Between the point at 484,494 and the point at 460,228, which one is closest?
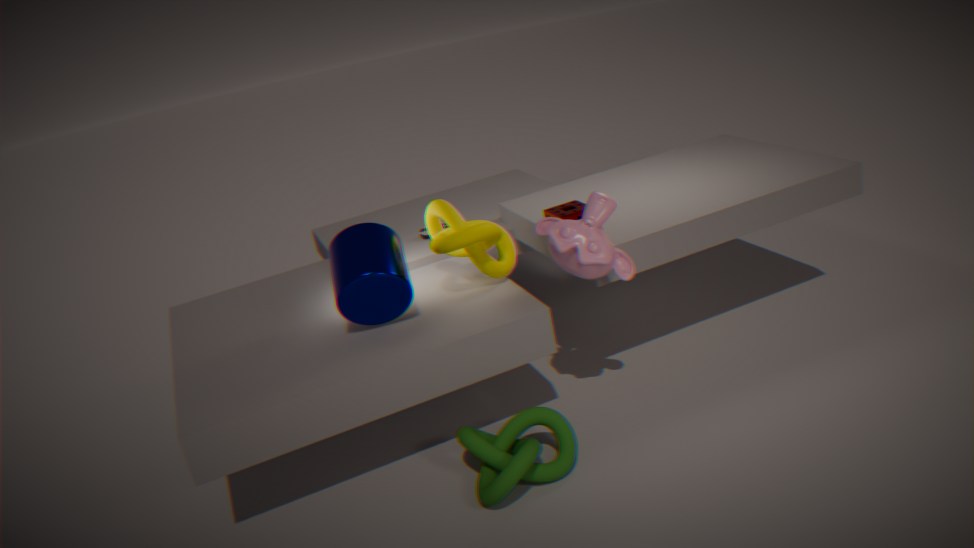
the point at 484,494
